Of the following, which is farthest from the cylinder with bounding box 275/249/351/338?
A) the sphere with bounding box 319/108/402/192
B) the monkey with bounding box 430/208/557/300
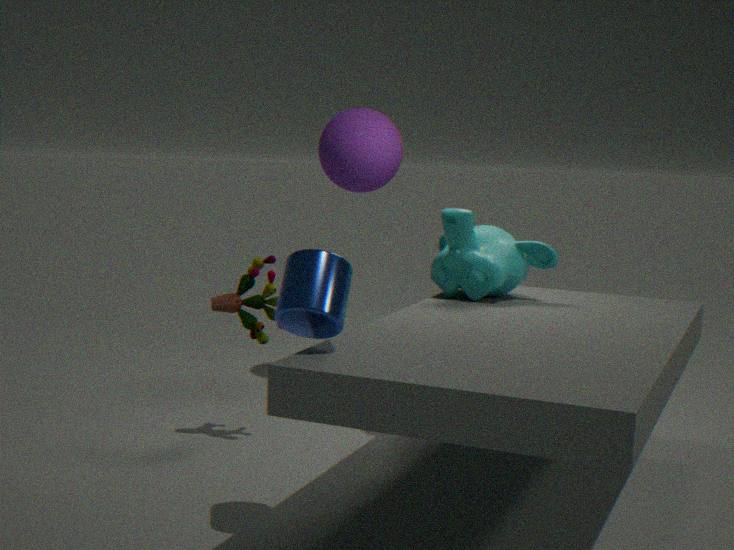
the sphere with bounding box 319/108/402/192
